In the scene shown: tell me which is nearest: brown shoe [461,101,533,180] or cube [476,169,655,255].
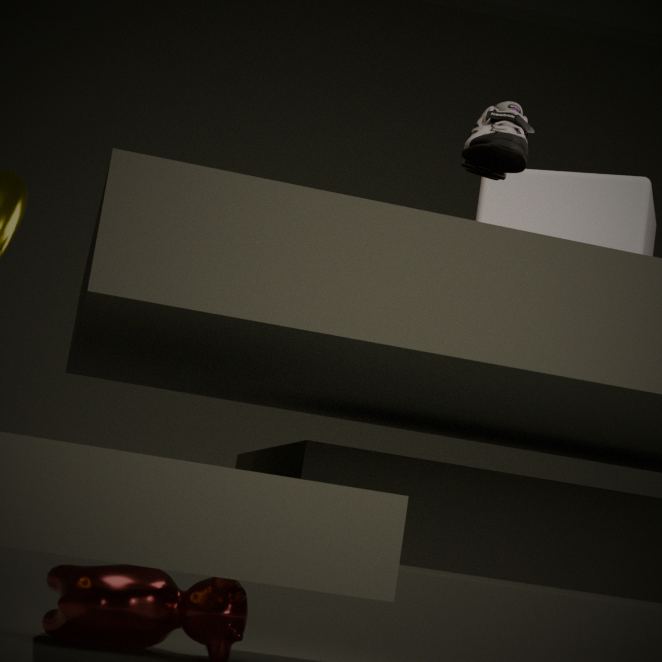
brown shoe [461,101,533,180]
